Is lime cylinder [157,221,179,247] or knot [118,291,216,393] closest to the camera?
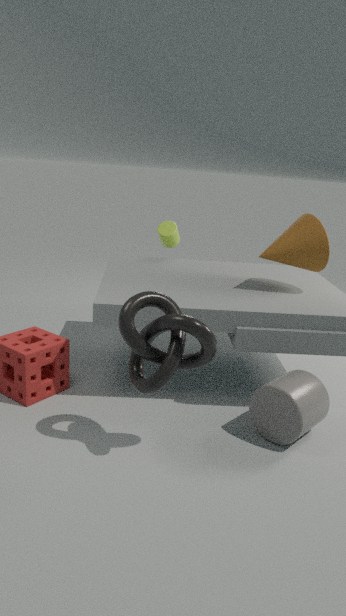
knot [118,291,216,393]
